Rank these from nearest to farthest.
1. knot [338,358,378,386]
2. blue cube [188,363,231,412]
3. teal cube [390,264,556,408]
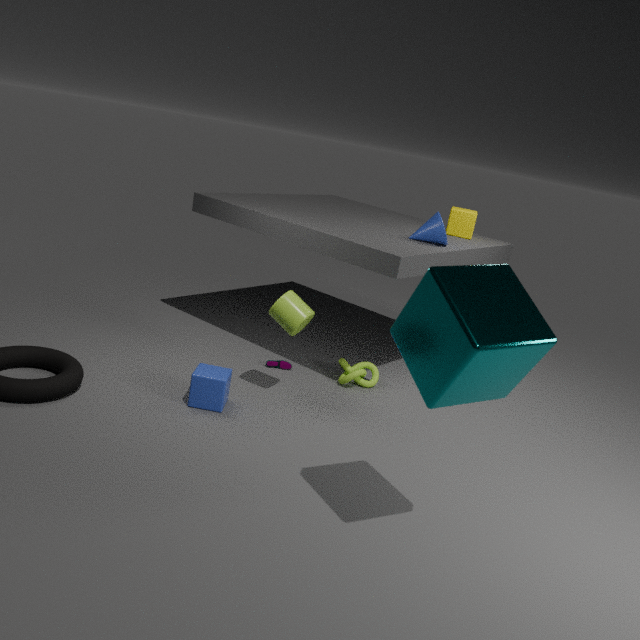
teal cube [390,264,556,408], blue cube [188,363,231,412], knot [338,358,378,386]
